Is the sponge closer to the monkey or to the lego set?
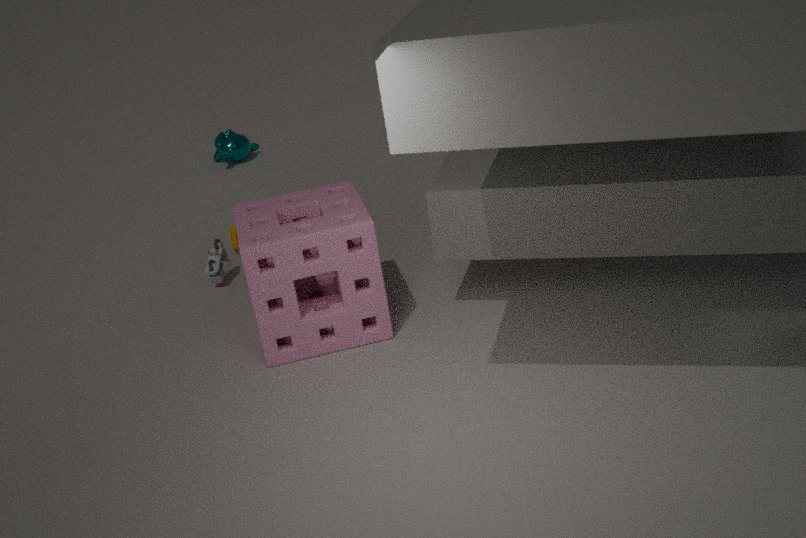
the lego set
